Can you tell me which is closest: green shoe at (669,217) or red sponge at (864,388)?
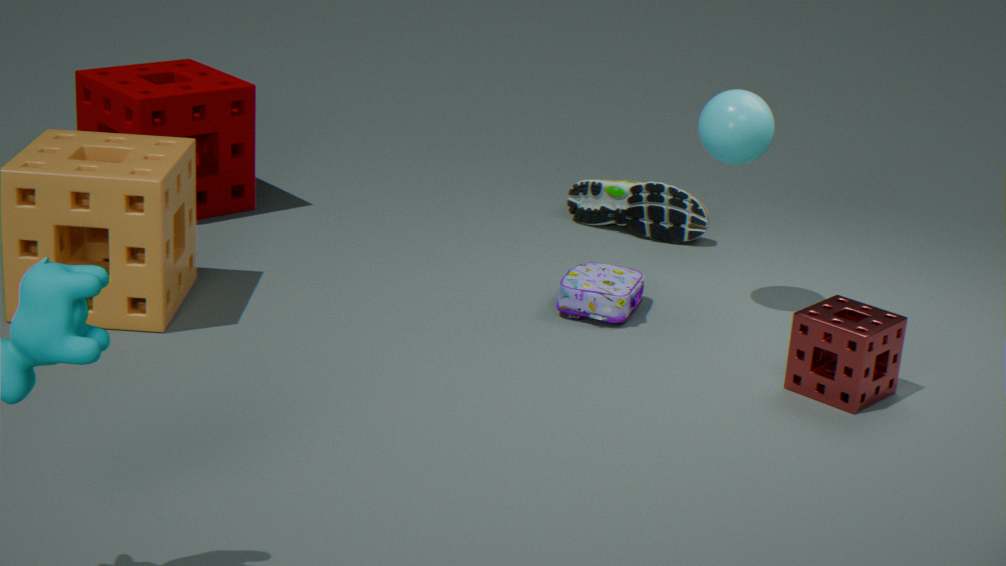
red sponge at (864,388)
